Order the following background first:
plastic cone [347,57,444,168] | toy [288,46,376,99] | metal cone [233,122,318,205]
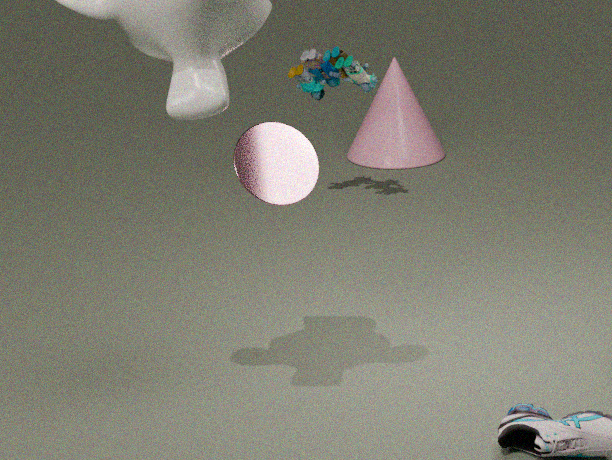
plastic cone [347,57,444,168]
toy [288,46,376,99]
metal cone [233,122,318,205]
